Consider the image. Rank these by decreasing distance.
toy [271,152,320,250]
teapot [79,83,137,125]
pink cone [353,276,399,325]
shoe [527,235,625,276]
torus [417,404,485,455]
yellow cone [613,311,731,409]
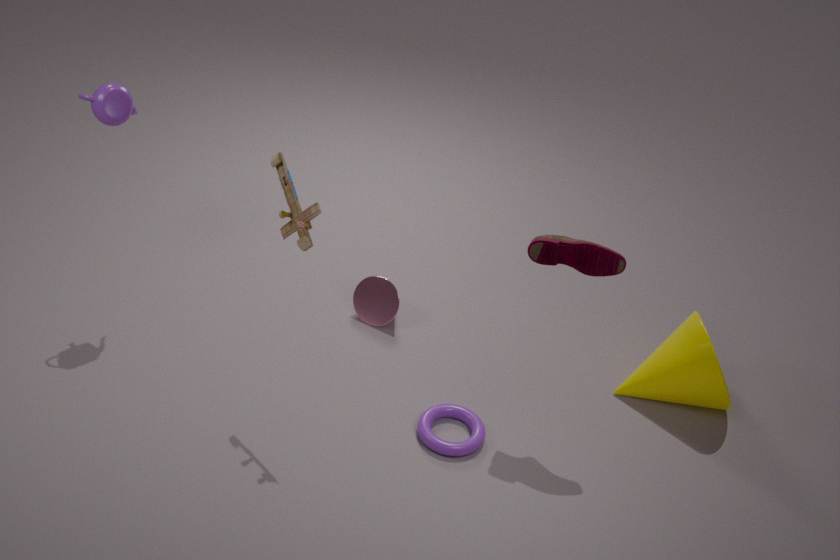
1. pink cone [353,276,399,325]
2. yellow cone [613,311,731,409]
3. torus [417,404,485,455]
4. teapot [79,83,137,125]
5. shoe [527,235,625,276]
6. toy [271,152,320,250]
